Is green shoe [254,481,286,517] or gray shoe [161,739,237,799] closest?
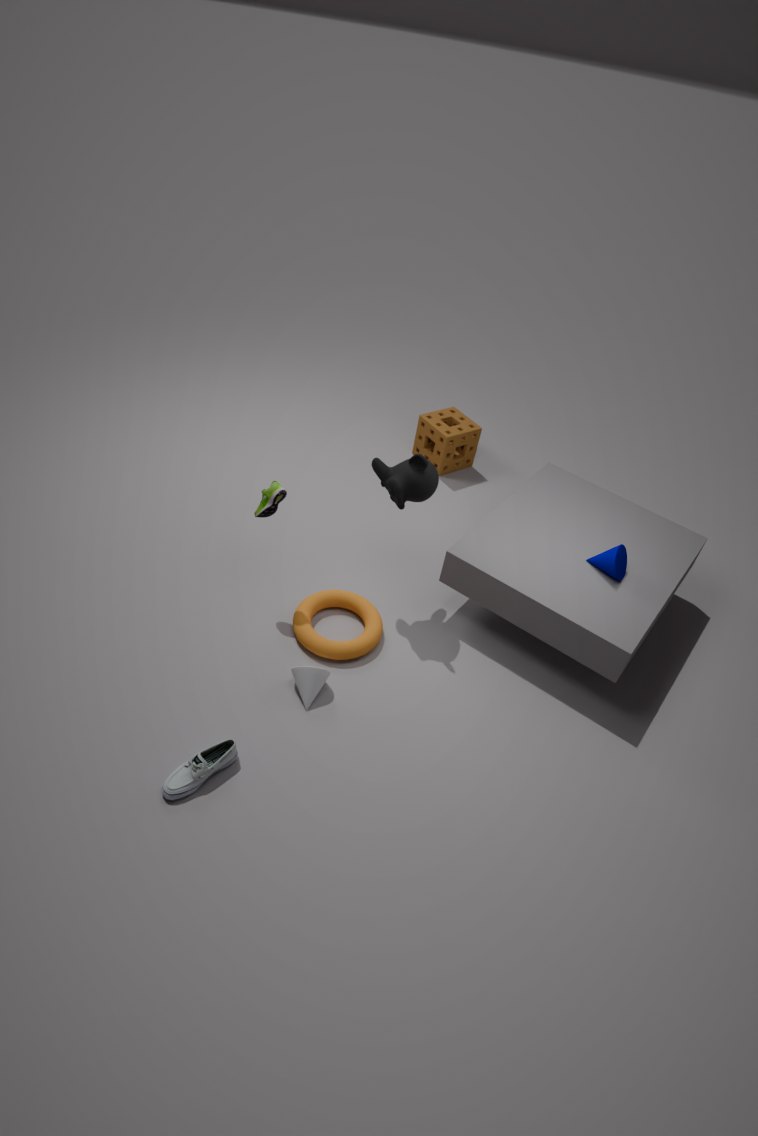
gray shoe [161,739,237,799]
